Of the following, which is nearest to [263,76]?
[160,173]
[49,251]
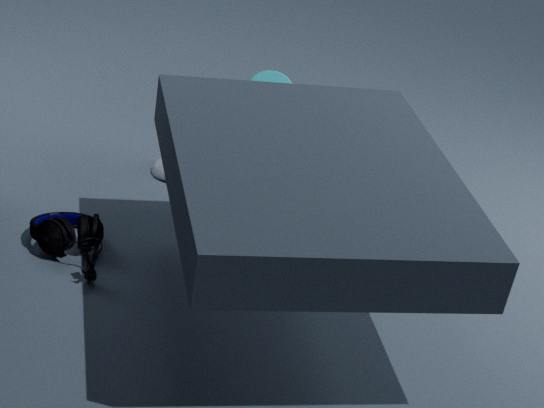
[160,173]
